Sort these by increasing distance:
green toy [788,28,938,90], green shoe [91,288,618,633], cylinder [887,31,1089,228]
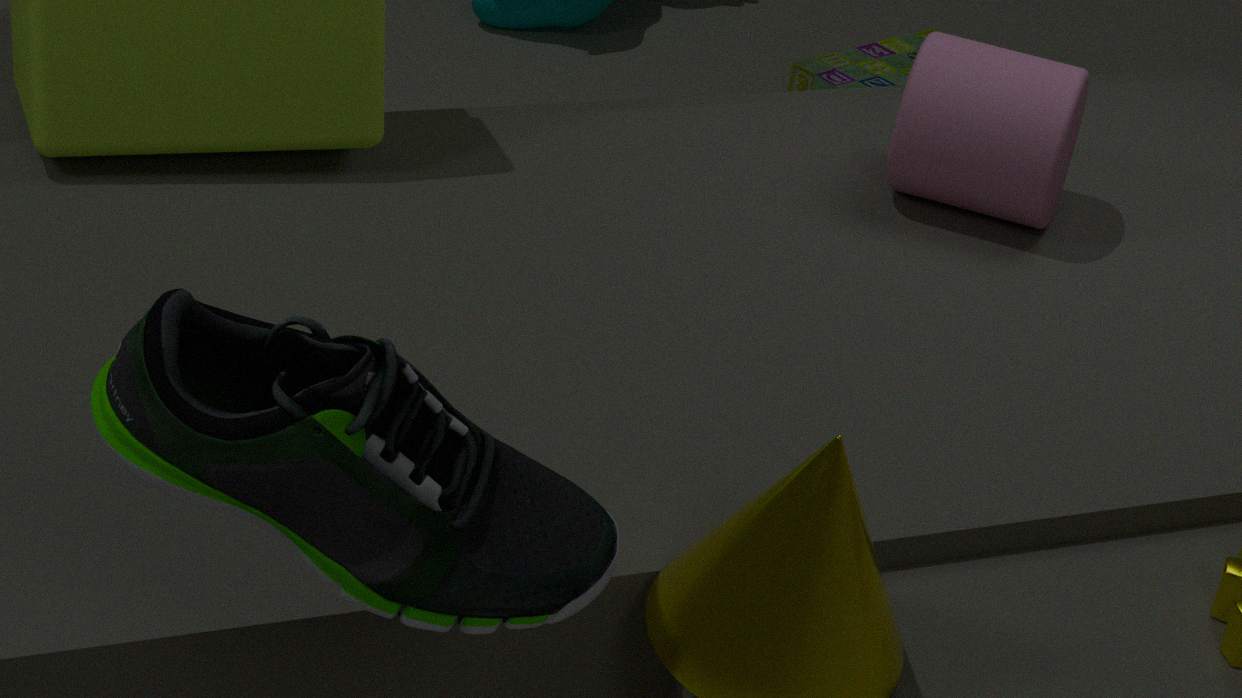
1. green shoe [91,288,618,633]
2. cylinder [887,31,1089,228]
3. green toy [788,28,938,90]
